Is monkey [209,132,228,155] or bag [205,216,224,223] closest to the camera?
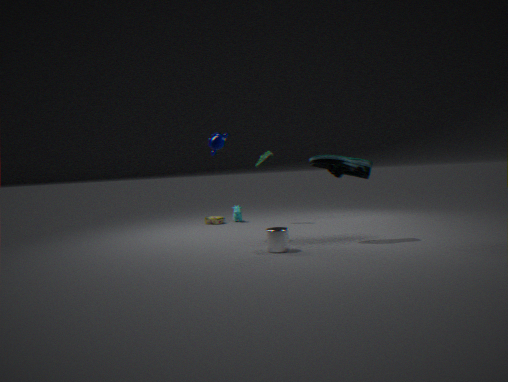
monkey [209,132,228,155]
